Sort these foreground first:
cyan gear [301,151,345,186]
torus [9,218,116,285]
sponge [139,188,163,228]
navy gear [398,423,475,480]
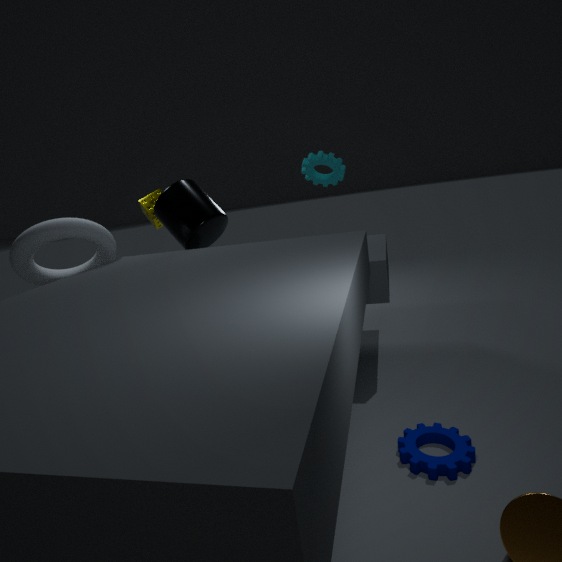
navy gear [398,423,475,480] → torus [9,218,116,285] → cyan gear [301,151,345,186] → sponge [139,188,163,228]
